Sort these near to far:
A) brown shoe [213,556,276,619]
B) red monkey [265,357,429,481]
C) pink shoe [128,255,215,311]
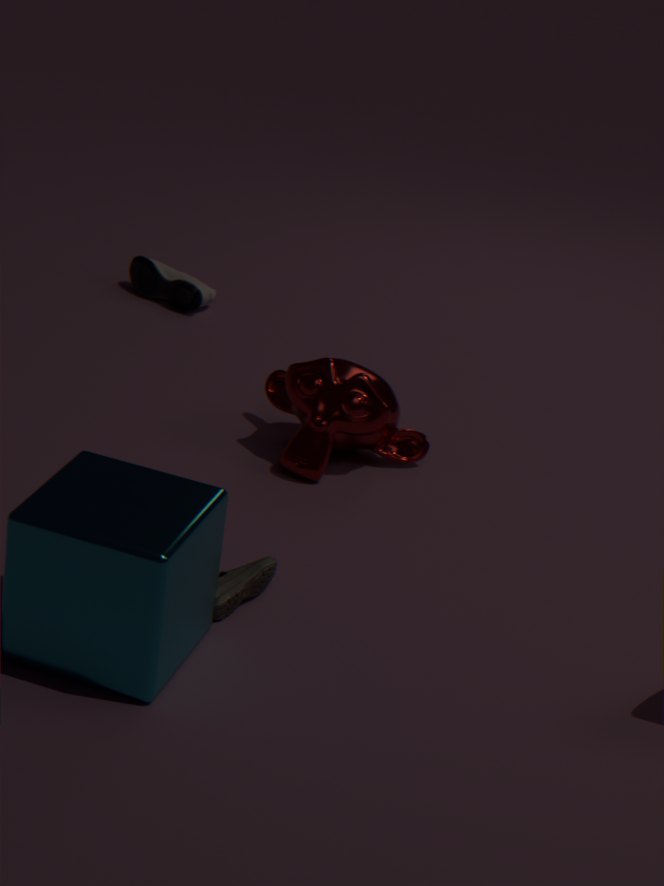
brown shoe [213,556,276,619] → red monkey [265,357,429,481] → pink shoe [128,255,215,311]
